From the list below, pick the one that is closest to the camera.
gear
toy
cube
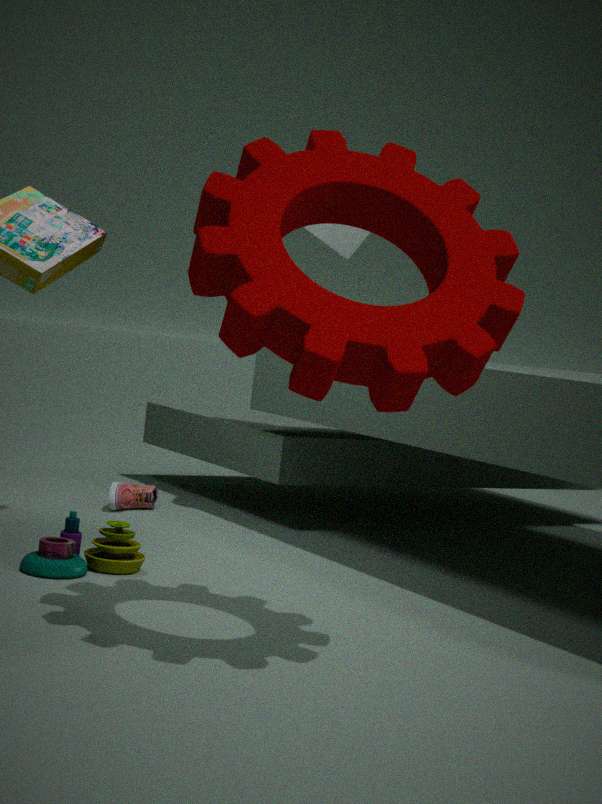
gear
